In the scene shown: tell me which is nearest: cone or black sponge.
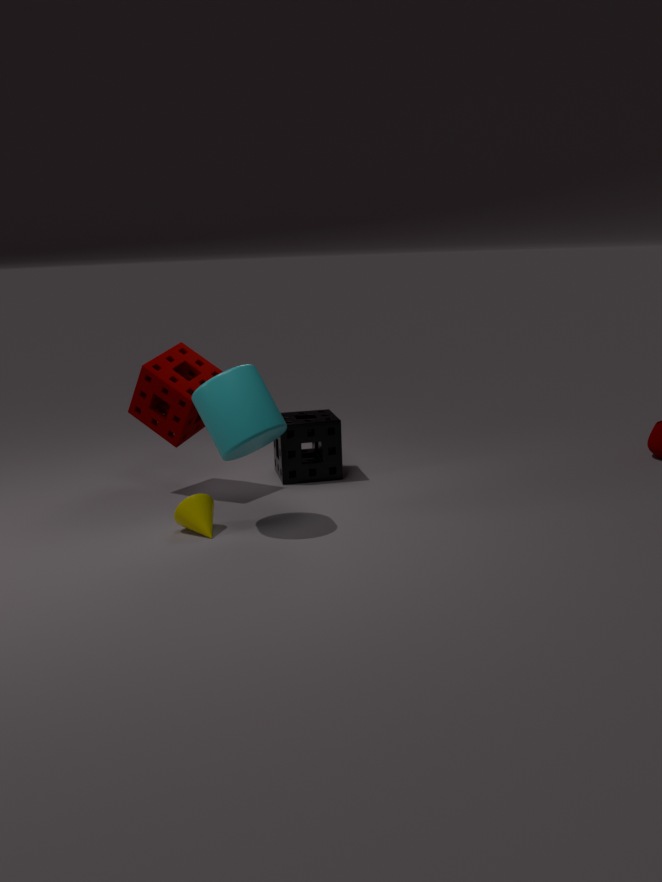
cone
